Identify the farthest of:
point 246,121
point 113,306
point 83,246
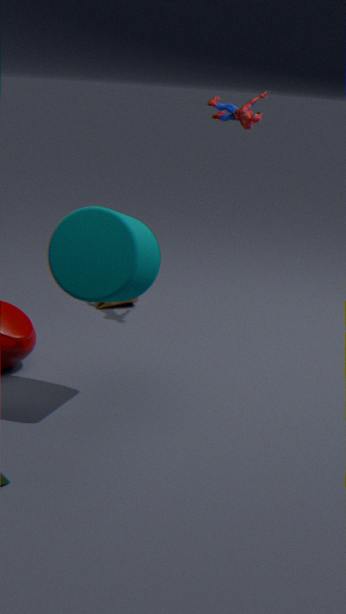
point 113,306
